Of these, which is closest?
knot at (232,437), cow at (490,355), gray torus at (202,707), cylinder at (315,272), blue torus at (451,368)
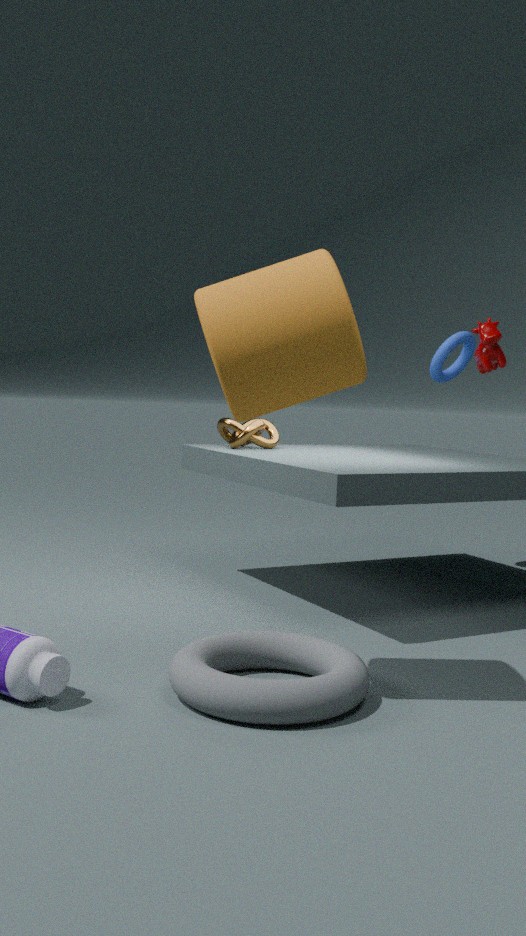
cylinder at (315,272)
